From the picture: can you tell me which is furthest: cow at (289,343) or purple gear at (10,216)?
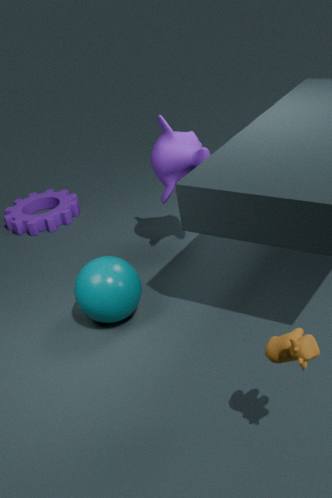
purple gear at (10,216)
